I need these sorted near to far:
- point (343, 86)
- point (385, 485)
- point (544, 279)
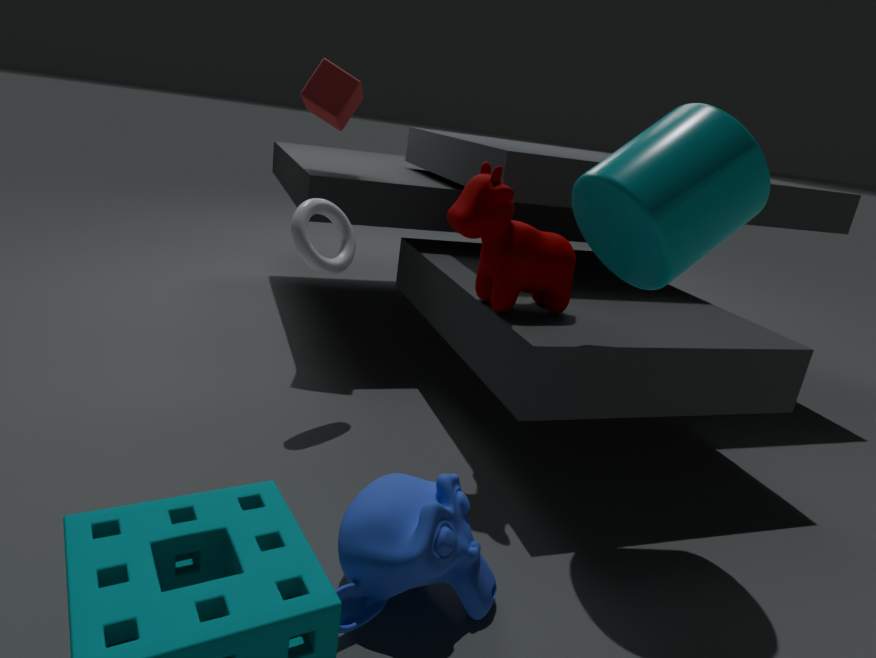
point (385, 485), point (544, 279), point (343, 86)
